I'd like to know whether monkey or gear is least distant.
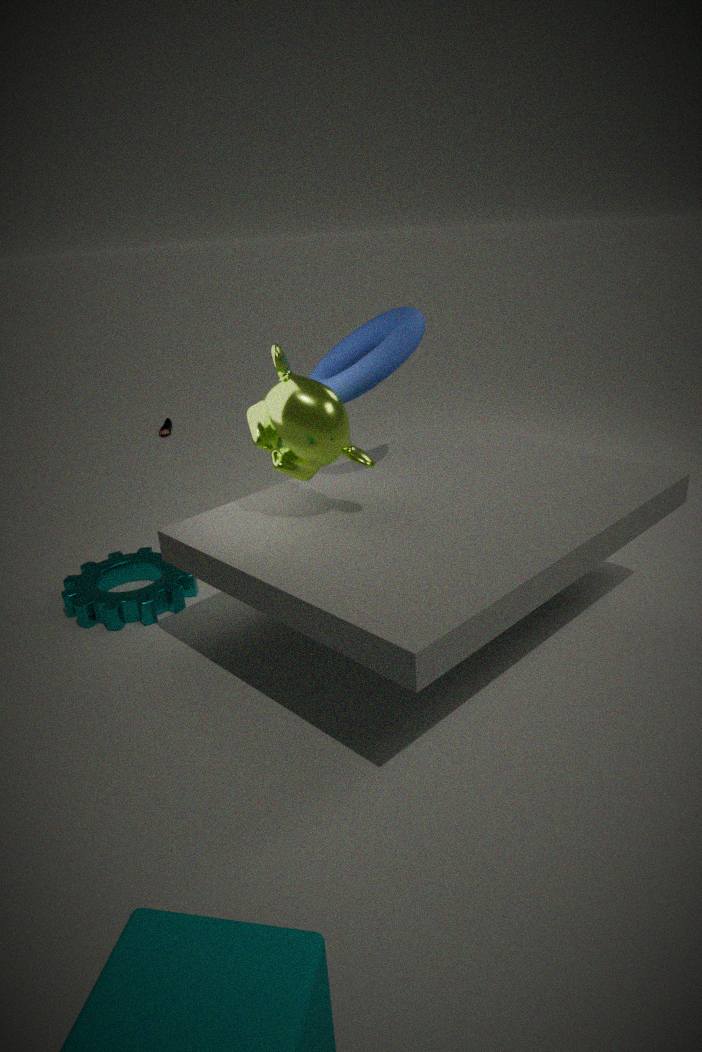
monkey
